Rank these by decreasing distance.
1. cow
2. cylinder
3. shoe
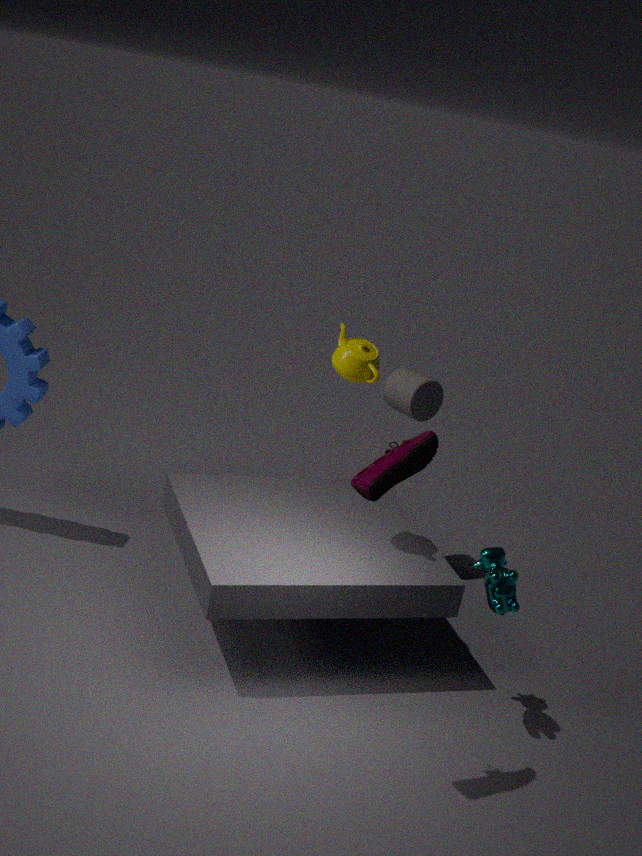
cylinder
cow
shoe
